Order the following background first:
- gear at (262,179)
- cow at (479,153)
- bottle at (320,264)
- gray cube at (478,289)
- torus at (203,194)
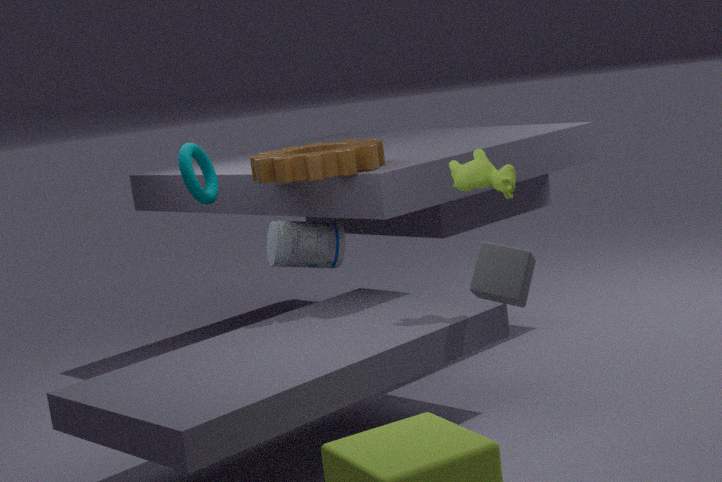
bottle at (320,264)
torus at (203,194)
gear at (262,179)
cow at (479,153)
gray cube at (478,289)
